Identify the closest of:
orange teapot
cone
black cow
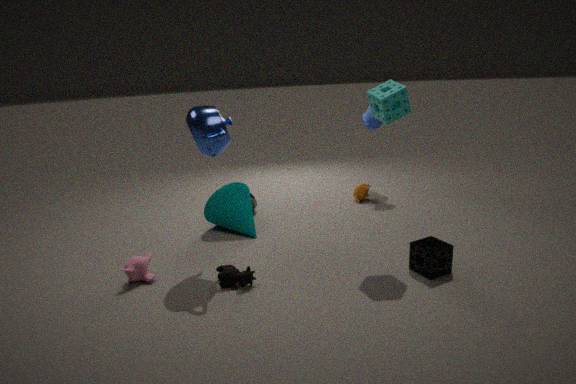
black cow
